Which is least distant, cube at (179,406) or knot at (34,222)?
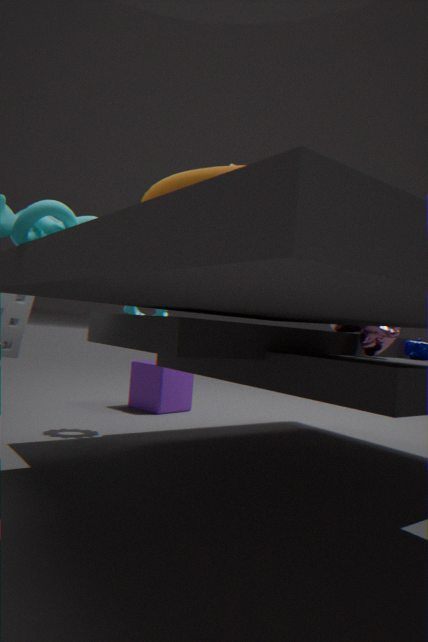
knot at (34,222)
